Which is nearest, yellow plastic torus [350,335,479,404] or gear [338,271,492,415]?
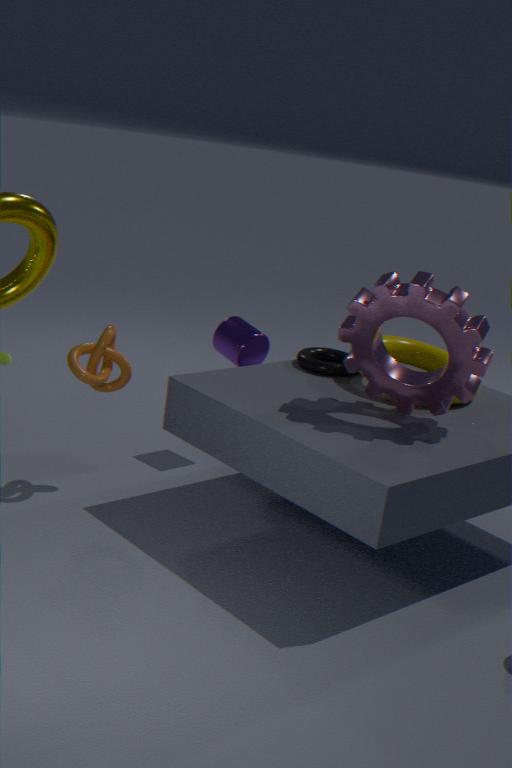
gear [338,271,492,415]
